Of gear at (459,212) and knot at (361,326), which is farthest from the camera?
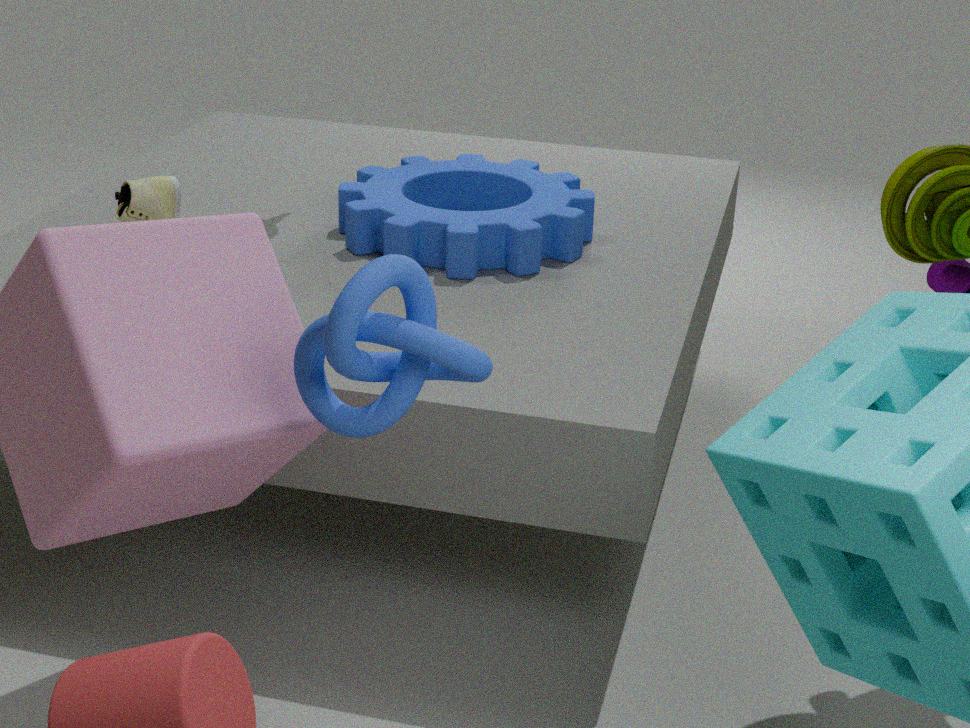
gear at (459,212)
